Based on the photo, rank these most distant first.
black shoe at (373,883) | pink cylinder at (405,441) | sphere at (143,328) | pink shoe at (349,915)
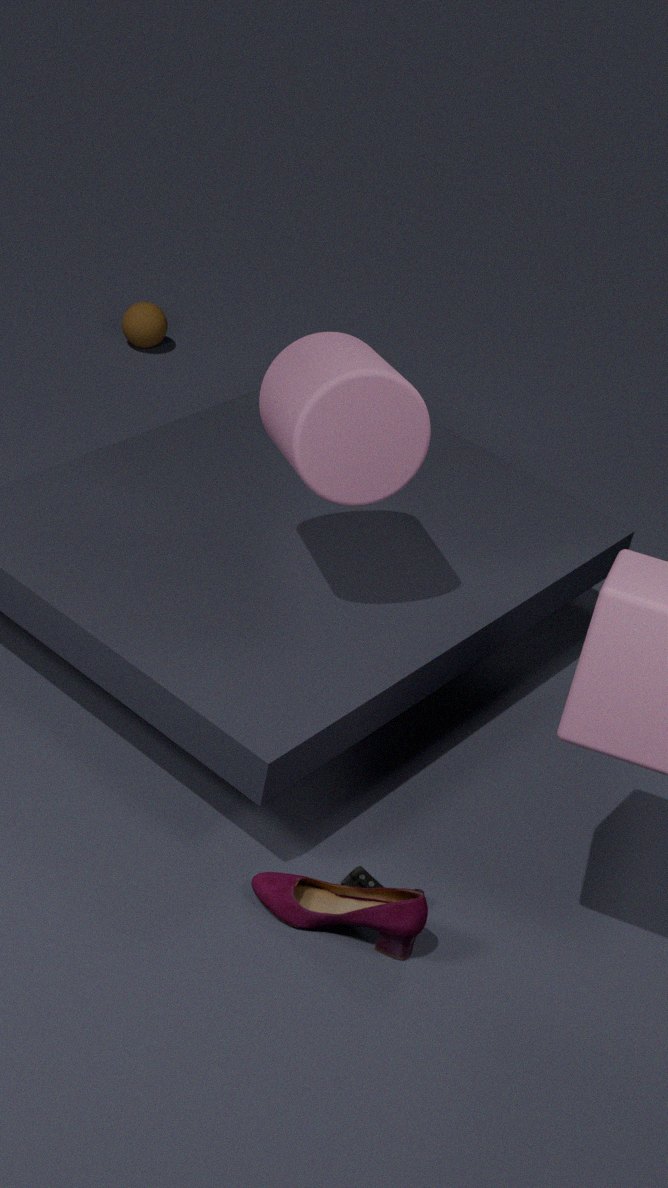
sphere at (143,328)
black shoe at (373,883)
pink cylinder at (405,441)
pink shoe at (349,915)
